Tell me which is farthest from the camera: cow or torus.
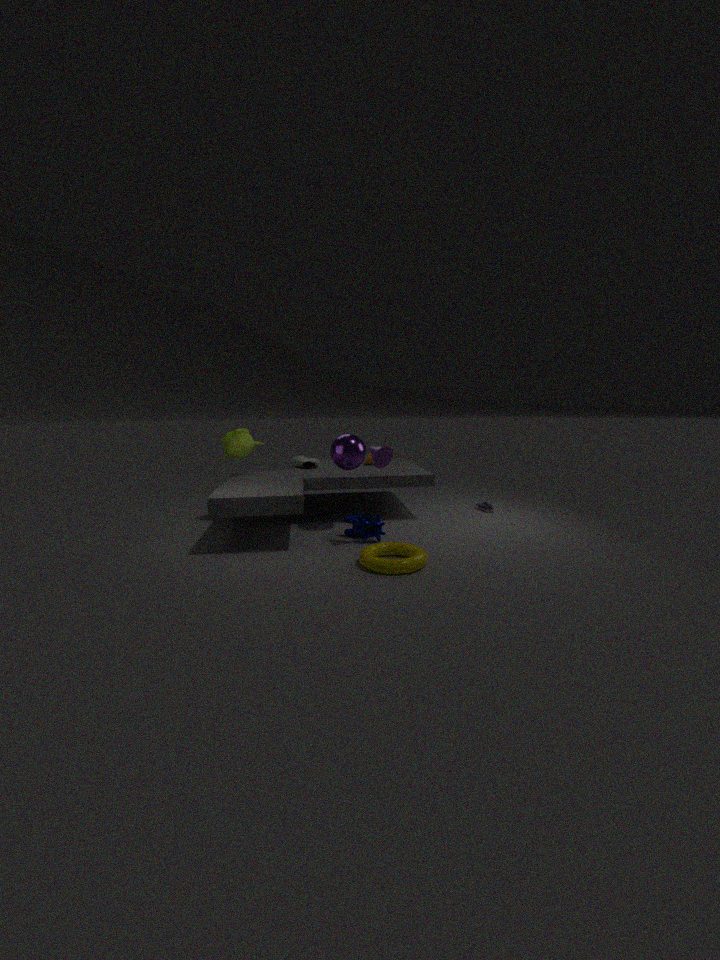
cow
